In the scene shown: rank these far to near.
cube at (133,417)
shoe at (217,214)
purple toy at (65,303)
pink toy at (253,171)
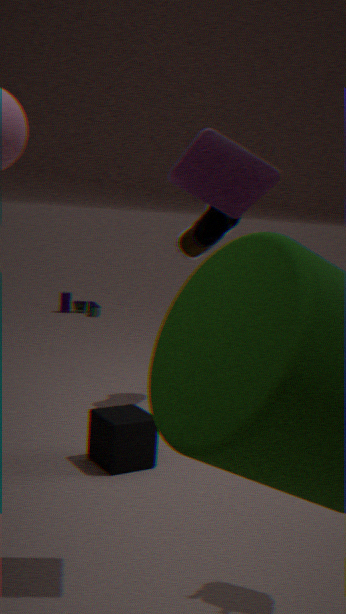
1. purple toy at (65,303)
2. shoe at (217,214)
3. cube at (133,417)
4. pink toy at (253,171)
